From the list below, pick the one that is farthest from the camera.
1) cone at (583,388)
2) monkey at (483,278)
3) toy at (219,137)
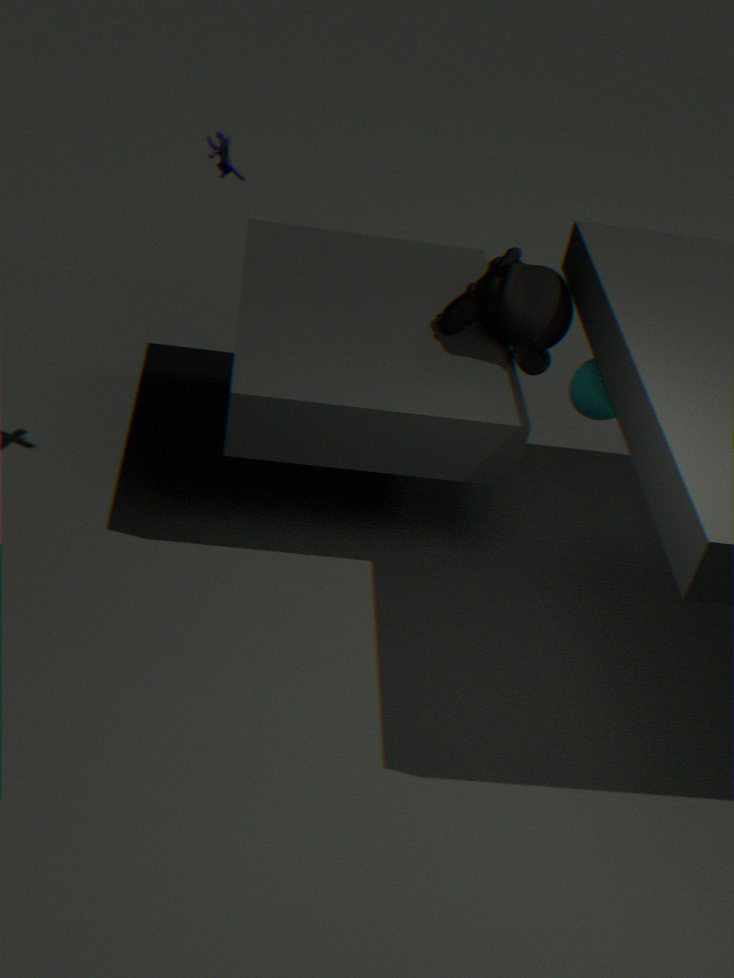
1. cone at (583,388)
